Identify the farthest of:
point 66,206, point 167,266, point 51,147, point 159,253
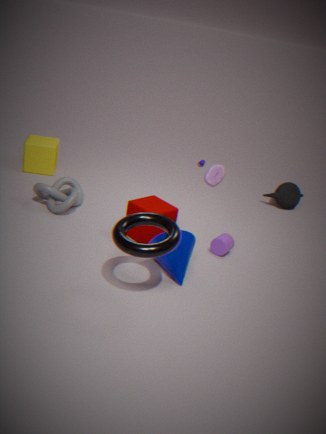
point 51,147
